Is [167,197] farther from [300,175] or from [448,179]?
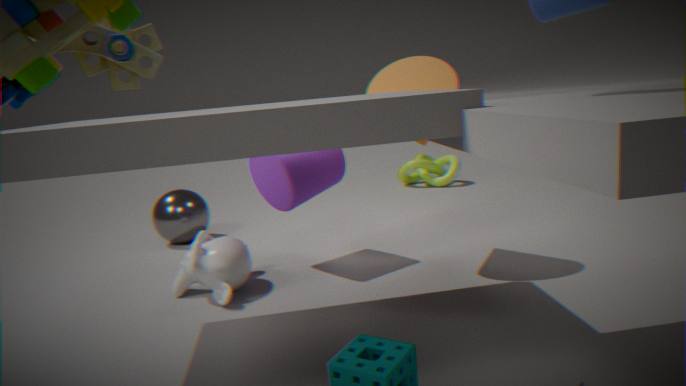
[448,179]
